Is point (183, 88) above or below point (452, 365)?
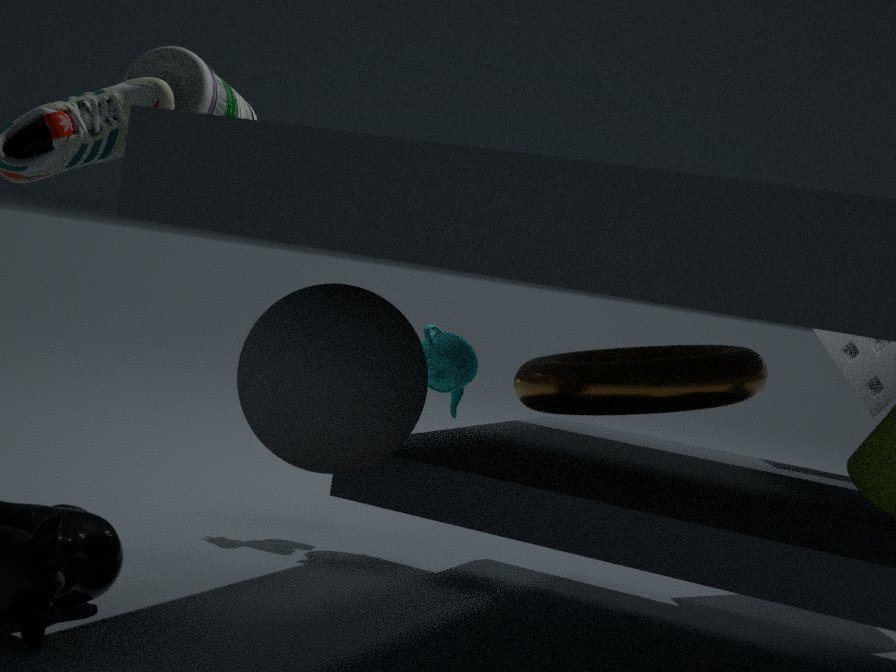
above
